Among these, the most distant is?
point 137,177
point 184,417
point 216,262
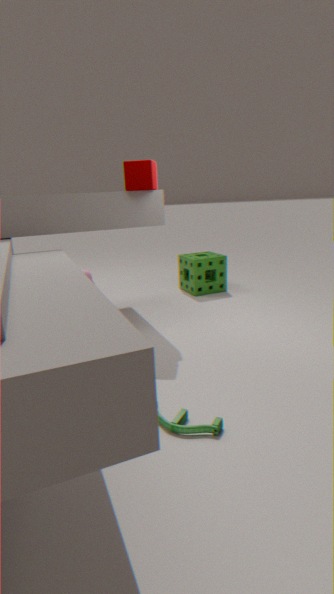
point 216,262
